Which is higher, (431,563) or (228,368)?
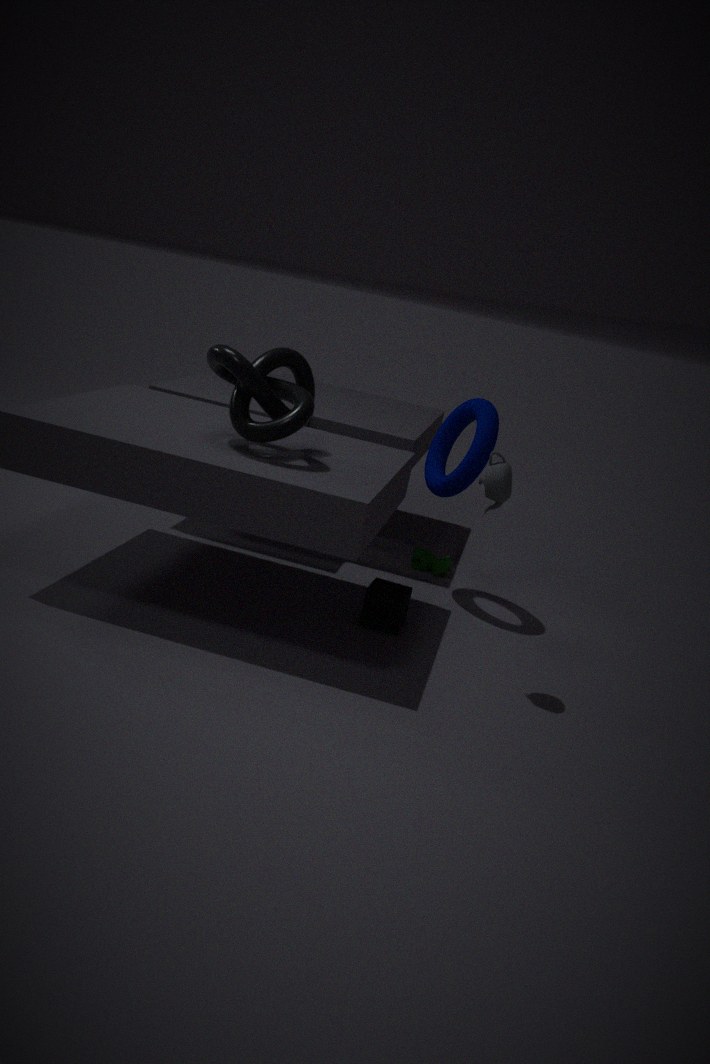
(228,368)
